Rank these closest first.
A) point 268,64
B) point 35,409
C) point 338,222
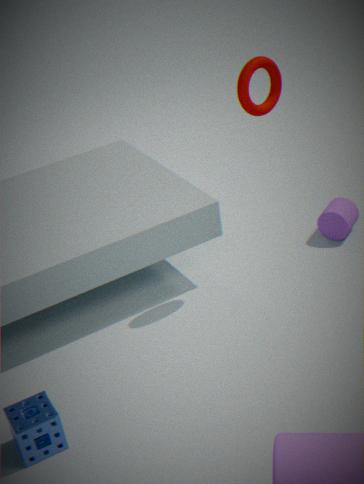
point 35,409 → point 268,64 → point 338,222
